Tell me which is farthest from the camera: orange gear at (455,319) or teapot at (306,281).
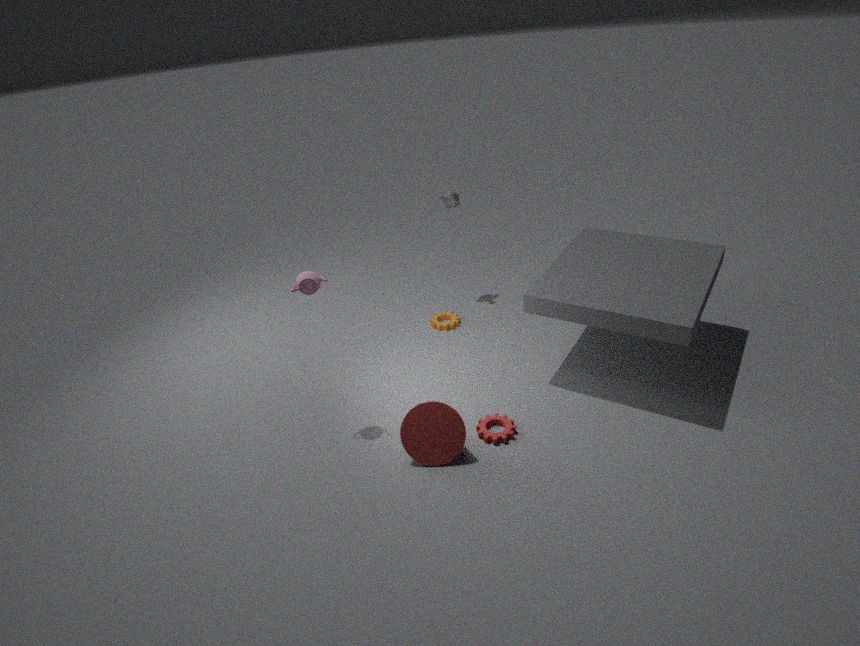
orange gear at (455,319)
